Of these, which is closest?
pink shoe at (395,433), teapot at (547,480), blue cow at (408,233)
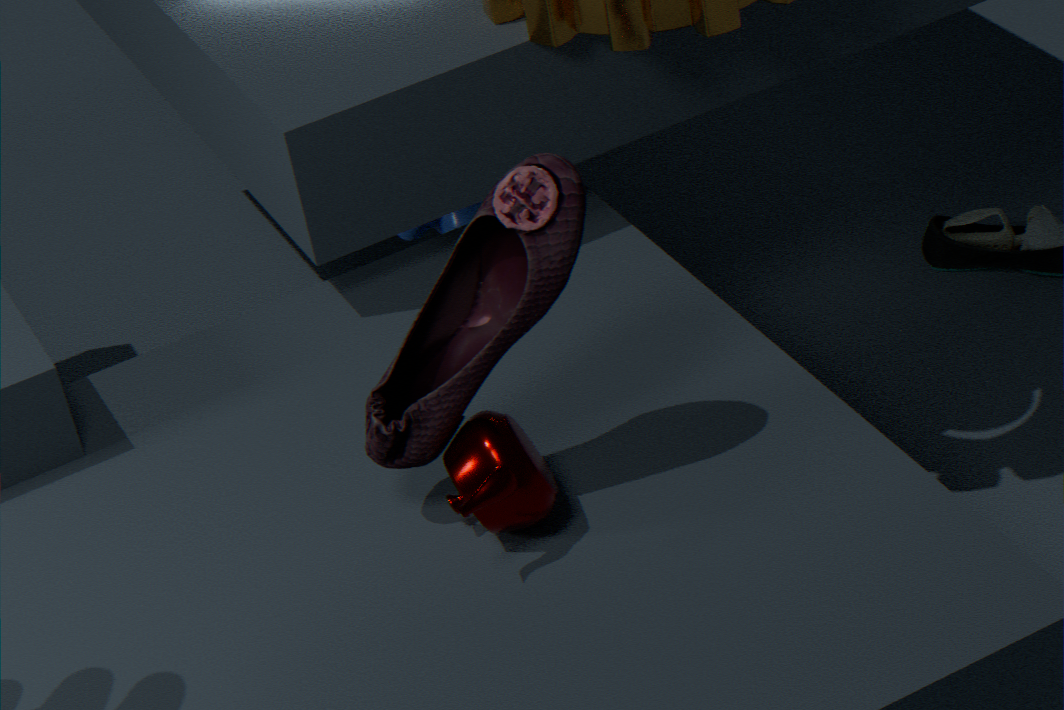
teapot at (547,480)
